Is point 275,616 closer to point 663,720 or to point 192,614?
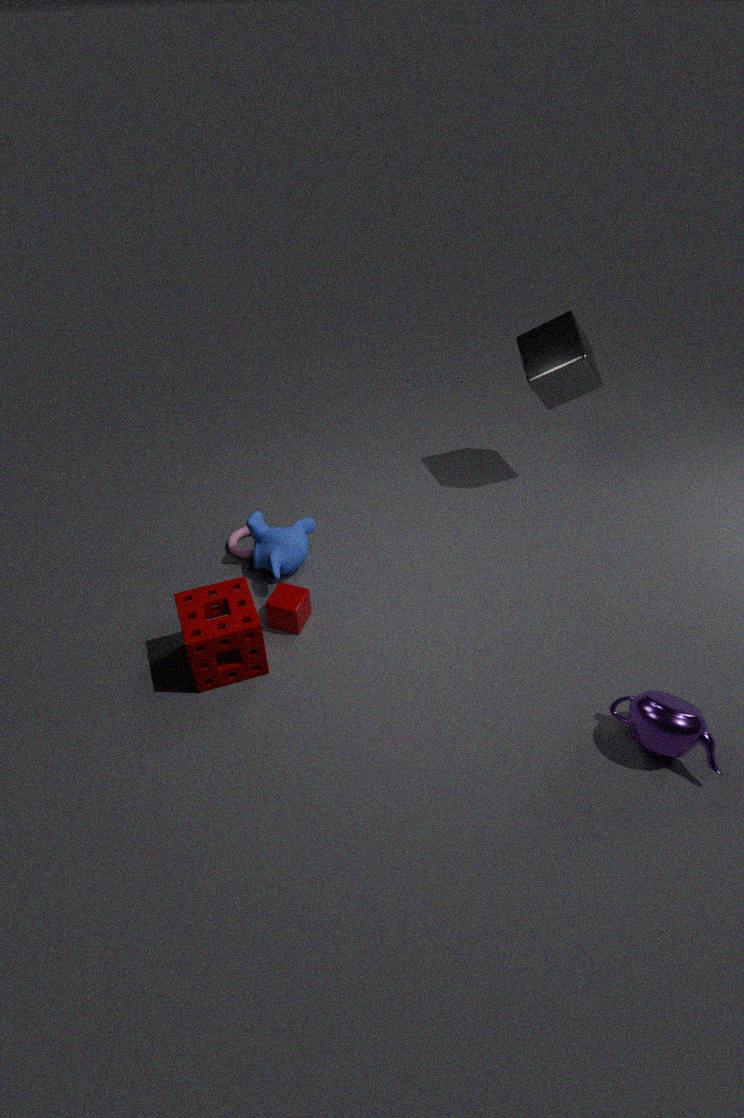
point 192,614
